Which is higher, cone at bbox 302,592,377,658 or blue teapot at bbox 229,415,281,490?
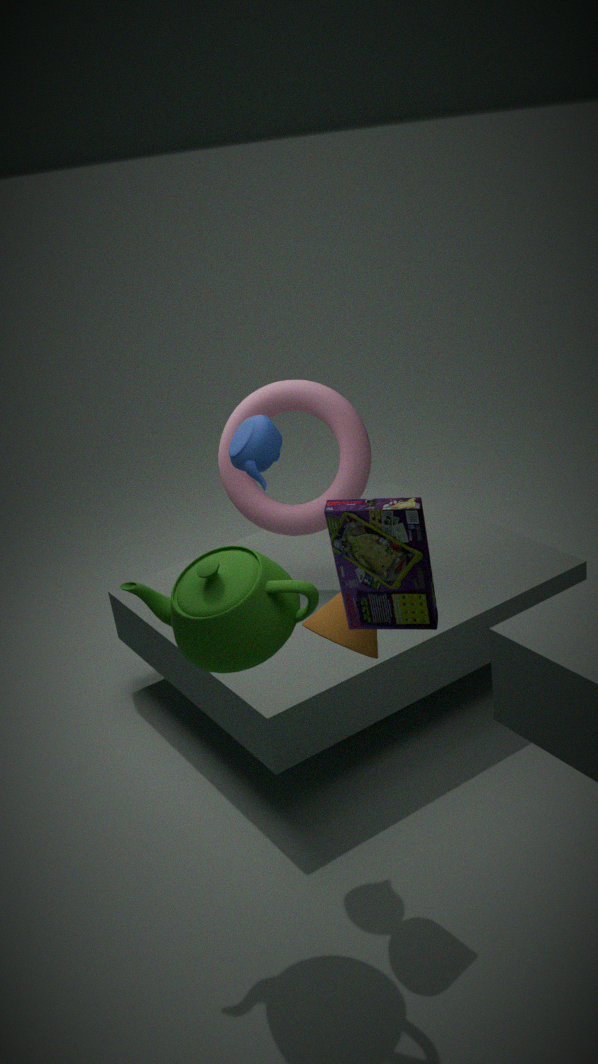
blue teapot at bbox 229,415,281,490
